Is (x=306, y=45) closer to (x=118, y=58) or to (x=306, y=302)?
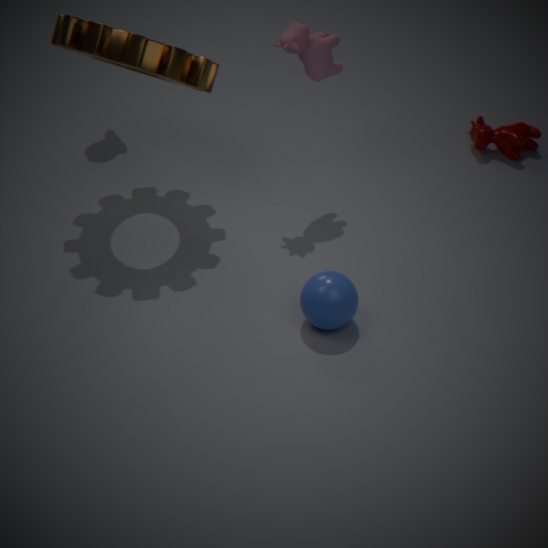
(x=118, y=58)
